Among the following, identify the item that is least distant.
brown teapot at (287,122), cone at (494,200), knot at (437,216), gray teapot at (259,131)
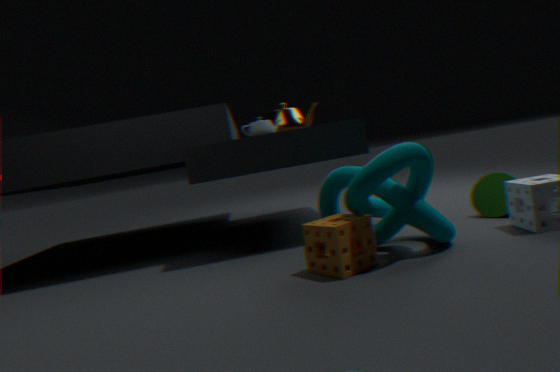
knot at (437,216)
